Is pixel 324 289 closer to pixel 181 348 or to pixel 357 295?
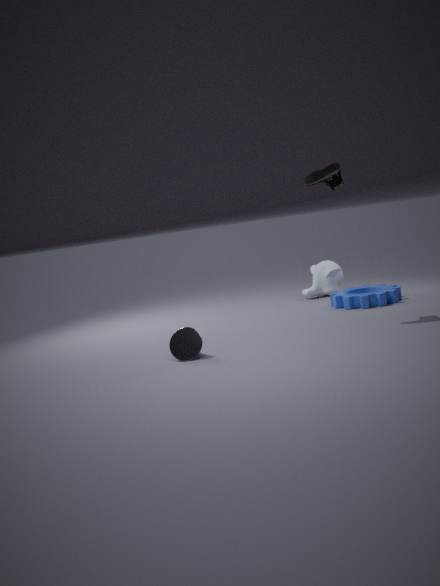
pixel 357 295
